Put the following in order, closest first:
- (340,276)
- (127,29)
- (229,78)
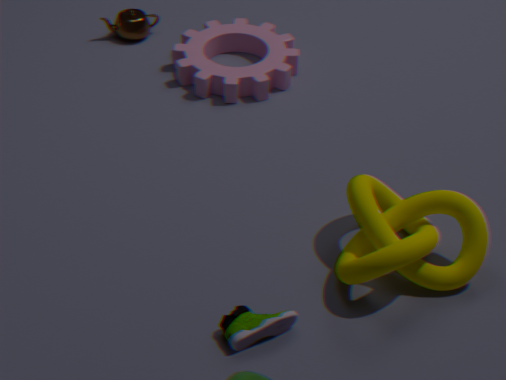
1. (340,276)
2. (229,78)
3. (127,29)
